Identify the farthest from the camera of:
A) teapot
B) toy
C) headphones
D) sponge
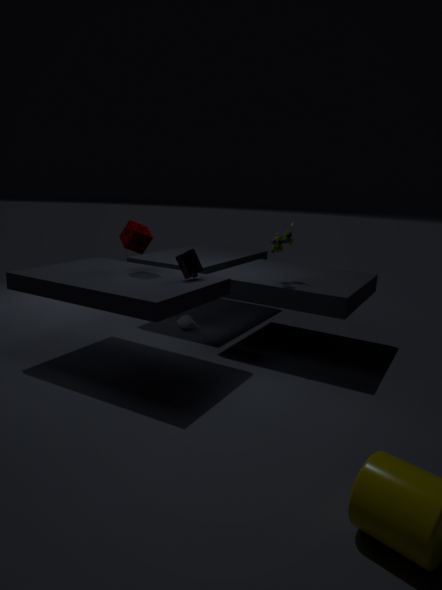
teapot
